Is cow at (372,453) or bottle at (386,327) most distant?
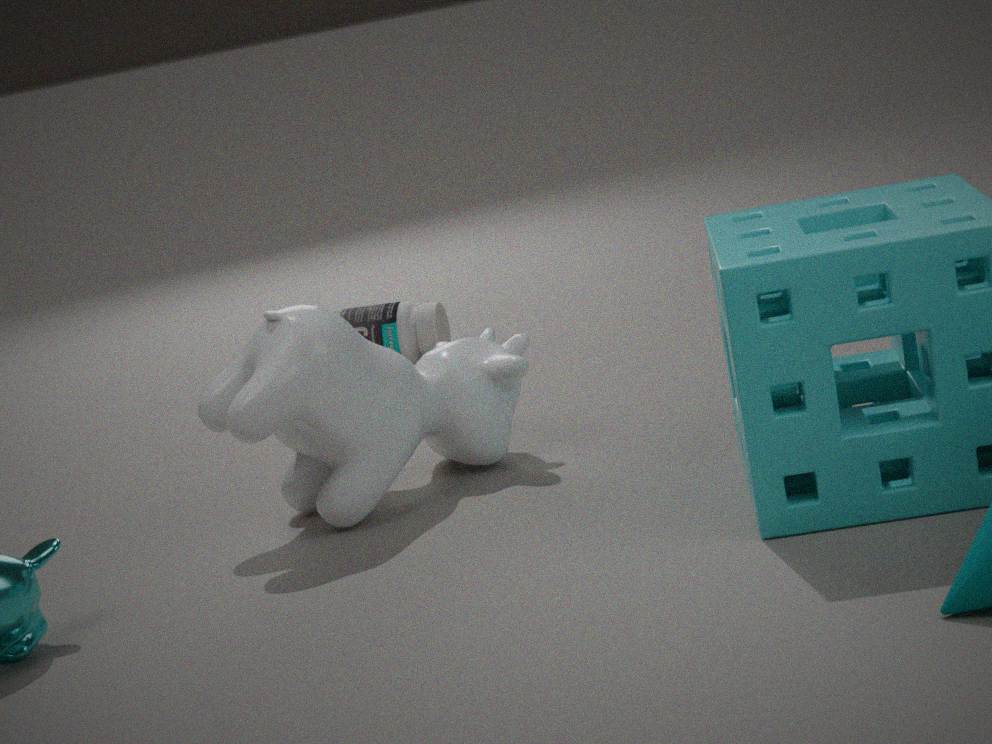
bottle at (386,327)
